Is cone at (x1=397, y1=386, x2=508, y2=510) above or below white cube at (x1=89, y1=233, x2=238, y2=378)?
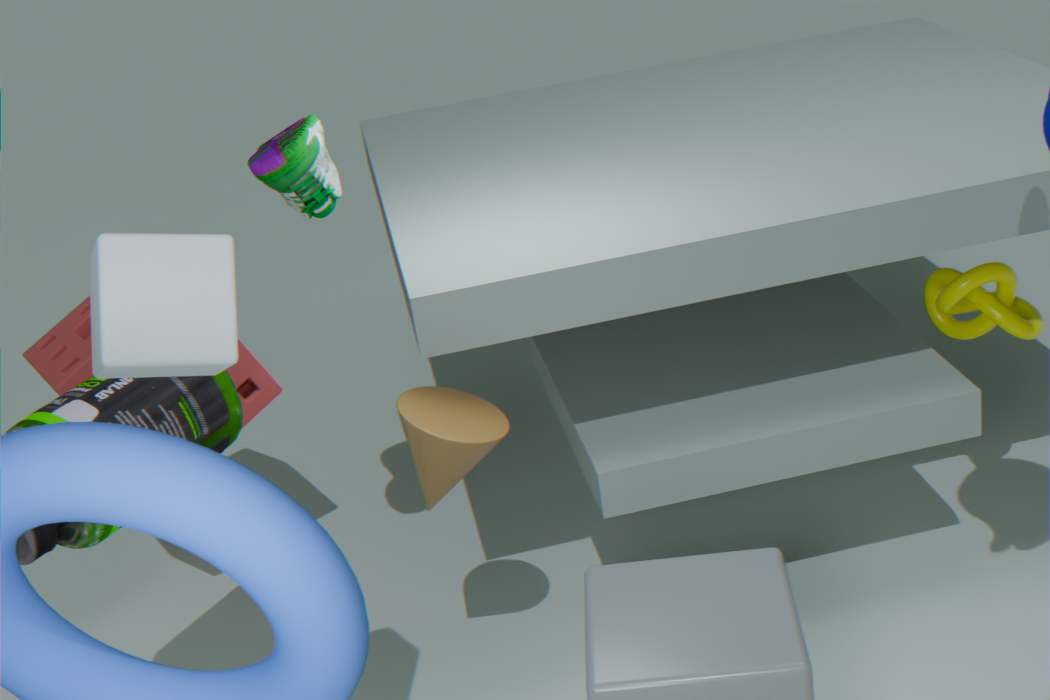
below
